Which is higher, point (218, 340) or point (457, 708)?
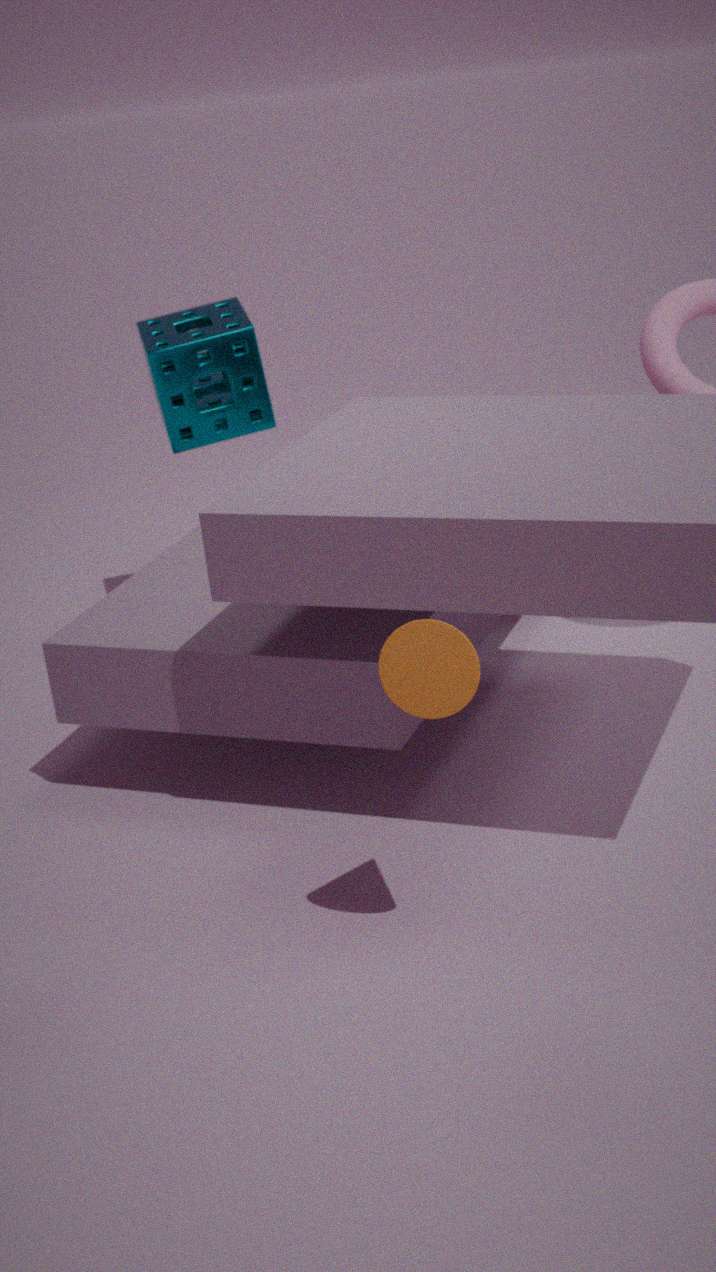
point (218, 340)
